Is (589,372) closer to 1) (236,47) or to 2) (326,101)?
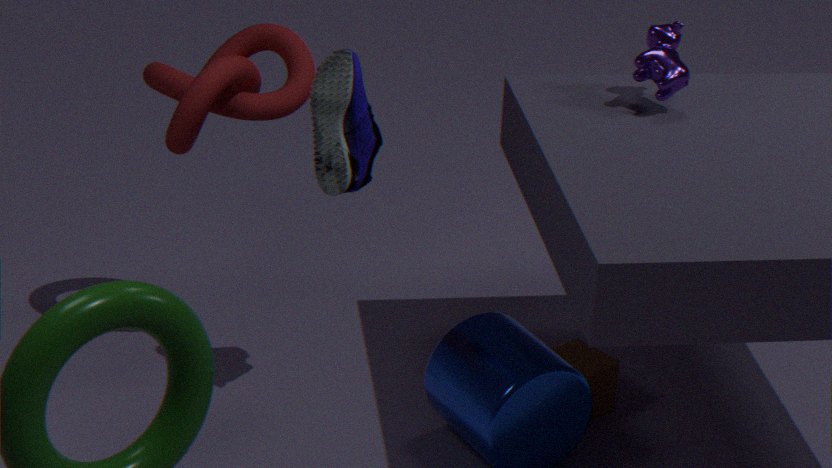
2) (326,101)
